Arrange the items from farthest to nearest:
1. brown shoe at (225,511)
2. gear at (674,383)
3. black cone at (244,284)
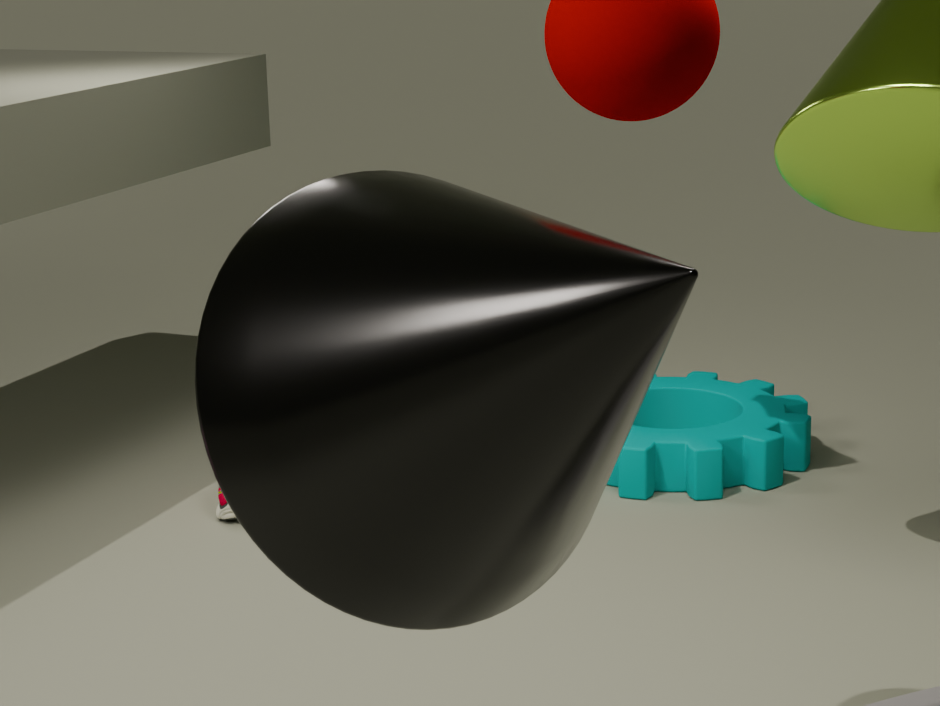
gear at (674,383)
brown shoe at (225,511)
black cone at (244,284)
